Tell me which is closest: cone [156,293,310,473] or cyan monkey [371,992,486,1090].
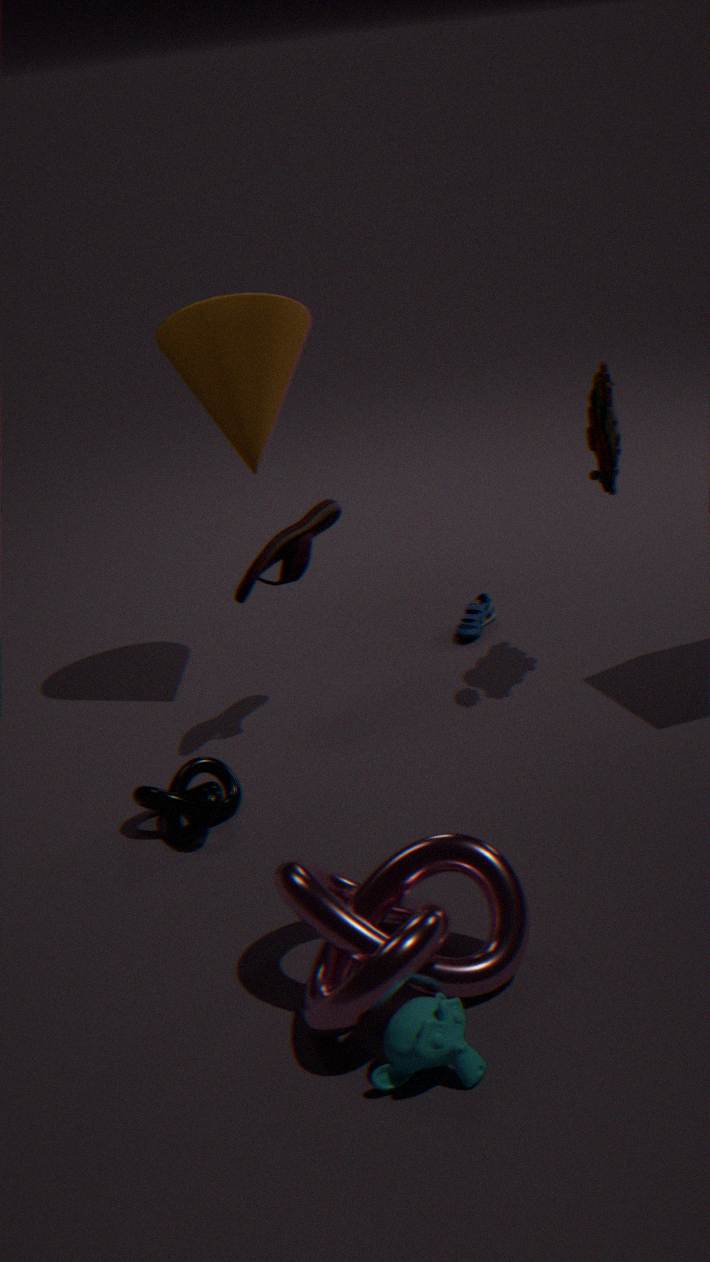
cyan monkey [371,992,486,1090]
